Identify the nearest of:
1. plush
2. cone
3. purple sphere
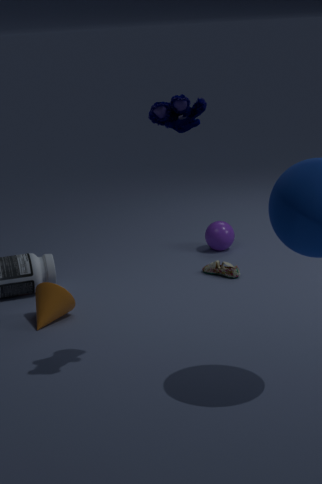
plush
